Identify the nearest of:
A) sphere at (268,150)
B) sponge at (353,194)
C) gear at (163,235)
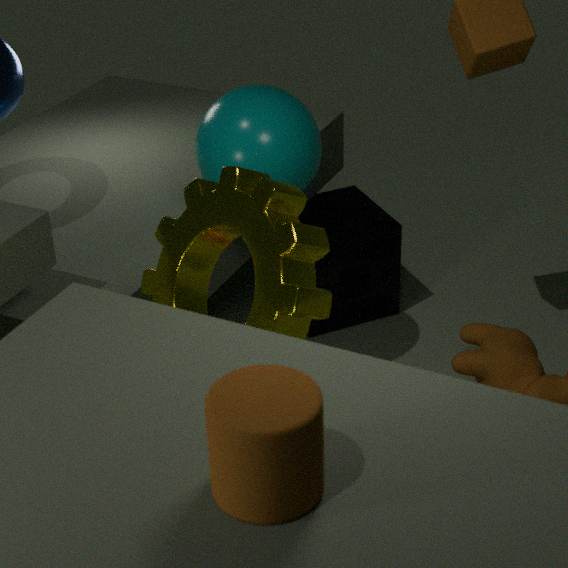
gear at (163,235)
